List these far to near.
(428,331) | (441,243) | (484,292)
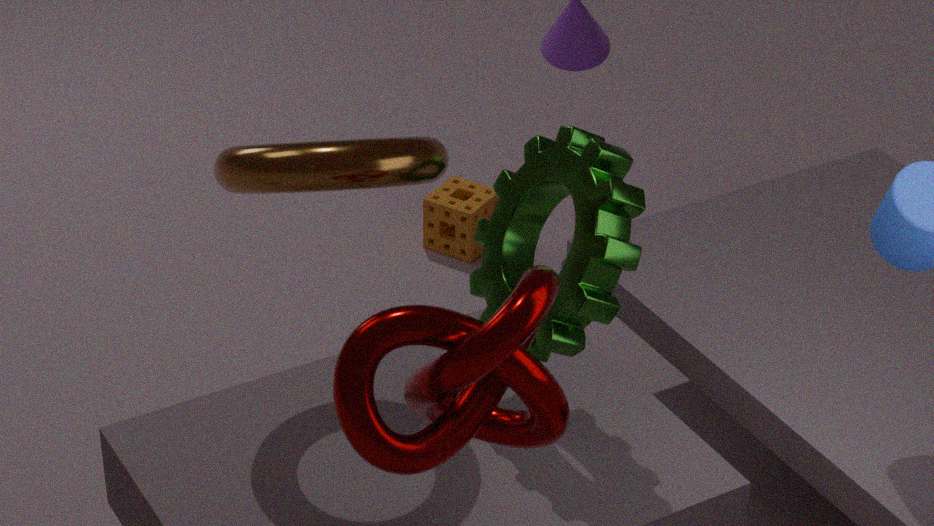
(441,243) → (484,292) → (428,331)
